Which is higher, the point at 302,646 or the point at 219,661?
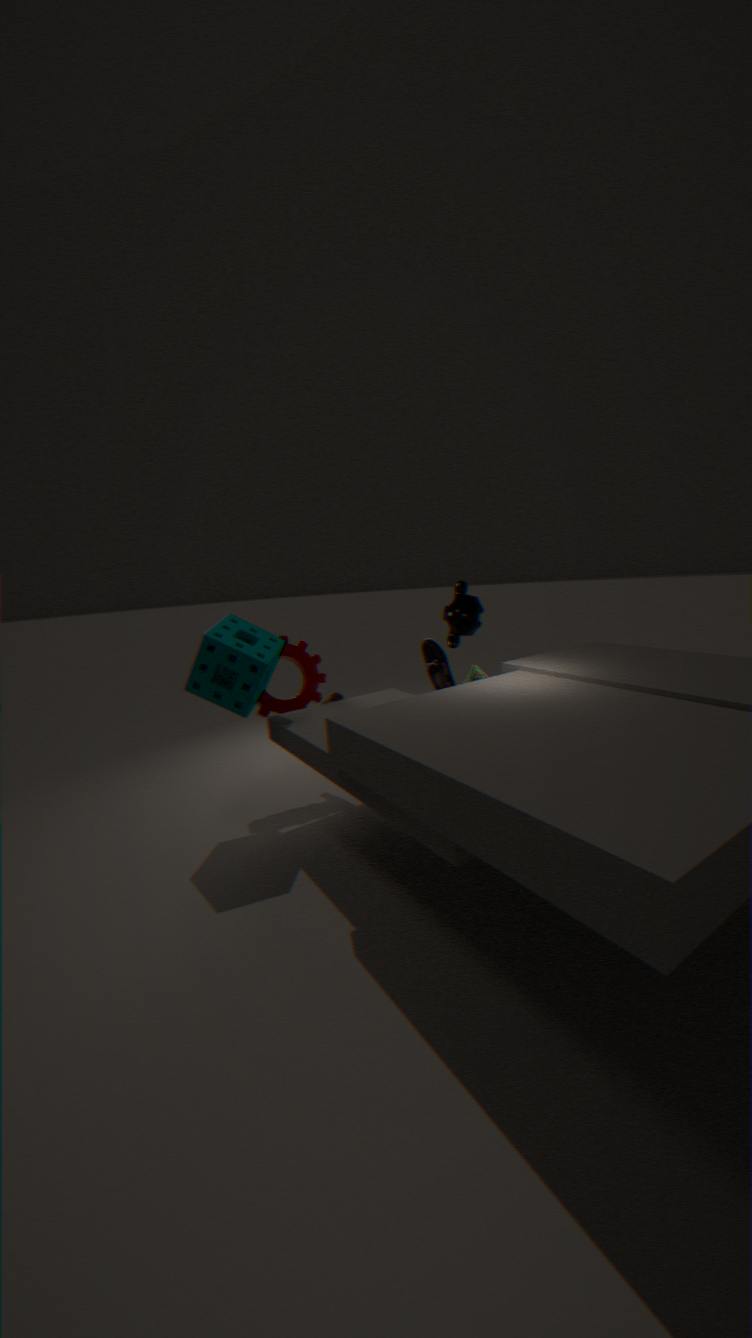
the point at 219,661
